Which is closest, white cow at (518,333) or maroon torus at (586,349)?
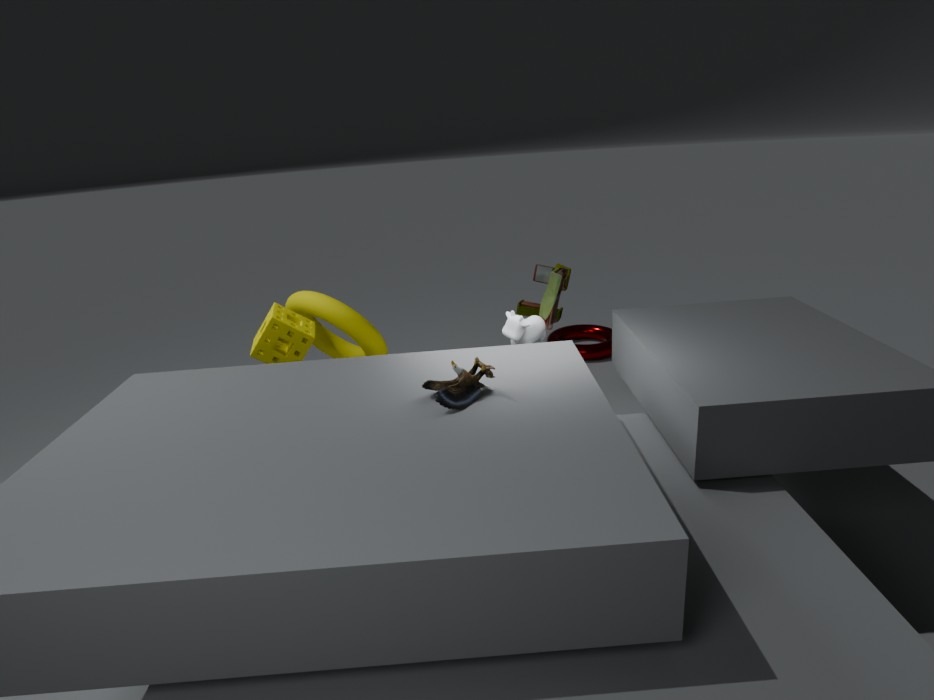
white cow at (518,333)
